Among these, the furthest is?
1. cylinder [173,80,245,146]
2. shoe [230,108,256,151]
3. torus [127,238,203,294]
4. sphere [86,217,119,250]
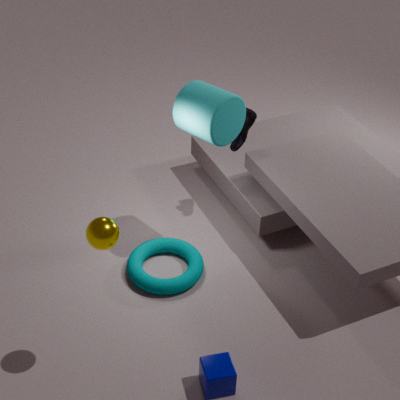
shoe [230,108,256,151]
